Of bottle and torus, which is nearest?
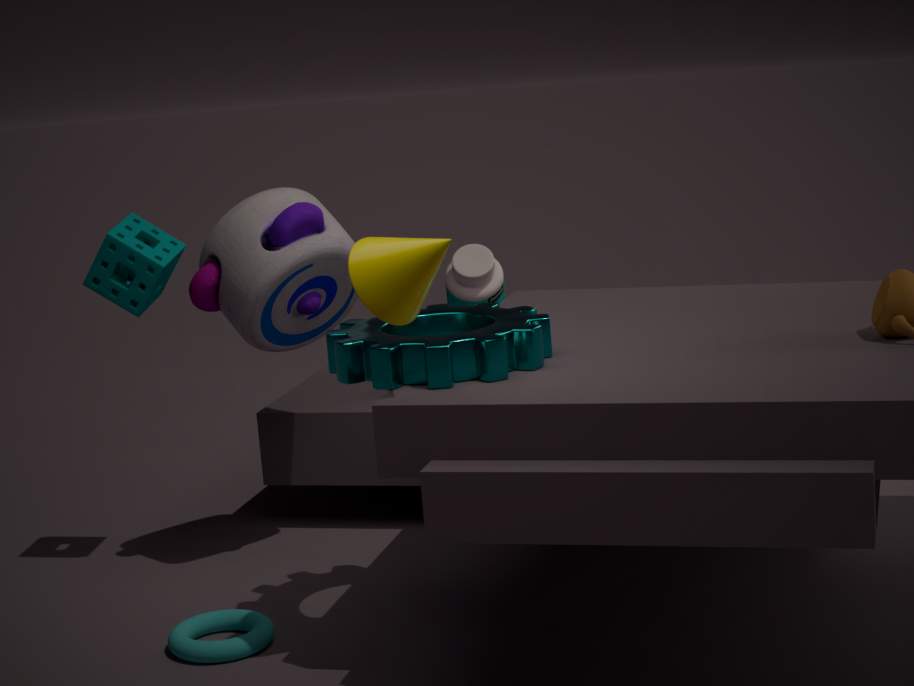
torus
